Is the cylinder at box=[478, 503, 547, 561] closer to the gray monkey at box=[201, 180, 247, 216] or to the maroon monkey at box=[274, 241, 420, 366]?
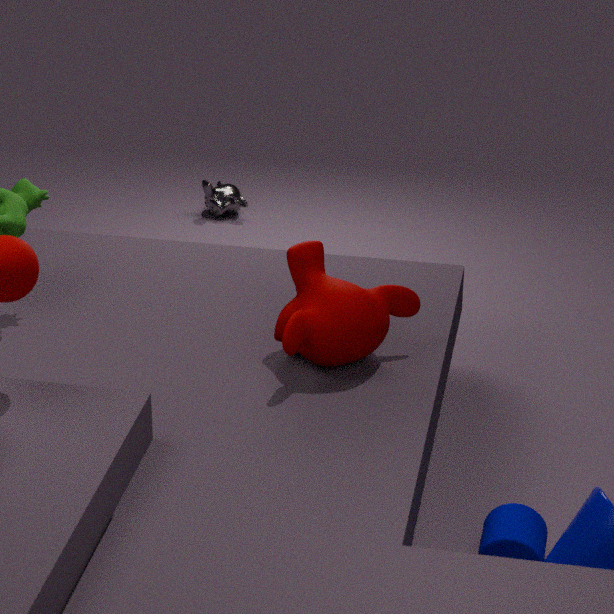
the maroon monkey at box=[274, 241, 420, 366]
